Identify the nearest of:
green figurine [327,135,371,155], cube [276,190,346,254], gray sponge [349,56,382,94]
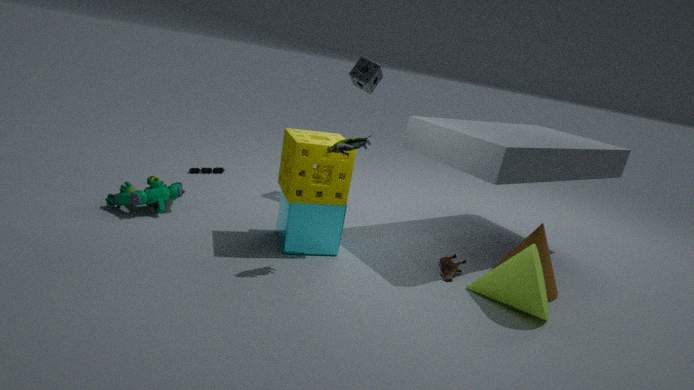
green figurine [327,135,371,155]
